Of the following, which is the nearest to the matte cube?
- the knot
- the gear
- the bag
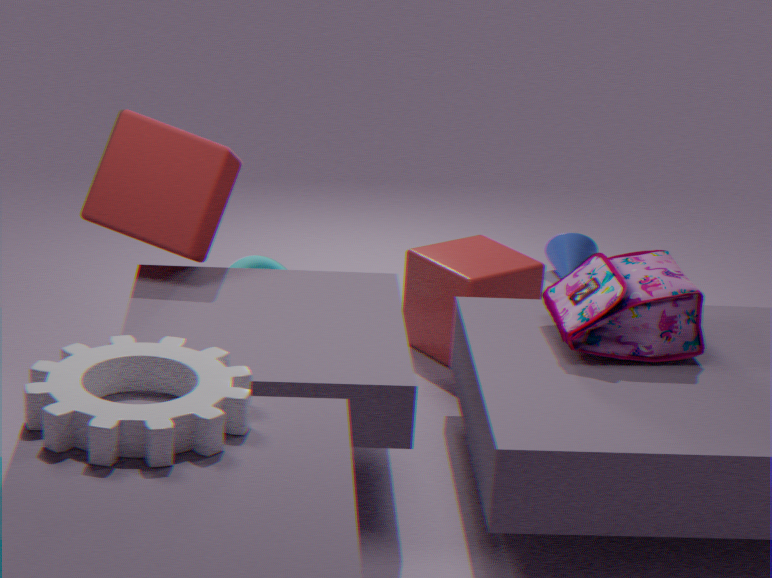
the knot
